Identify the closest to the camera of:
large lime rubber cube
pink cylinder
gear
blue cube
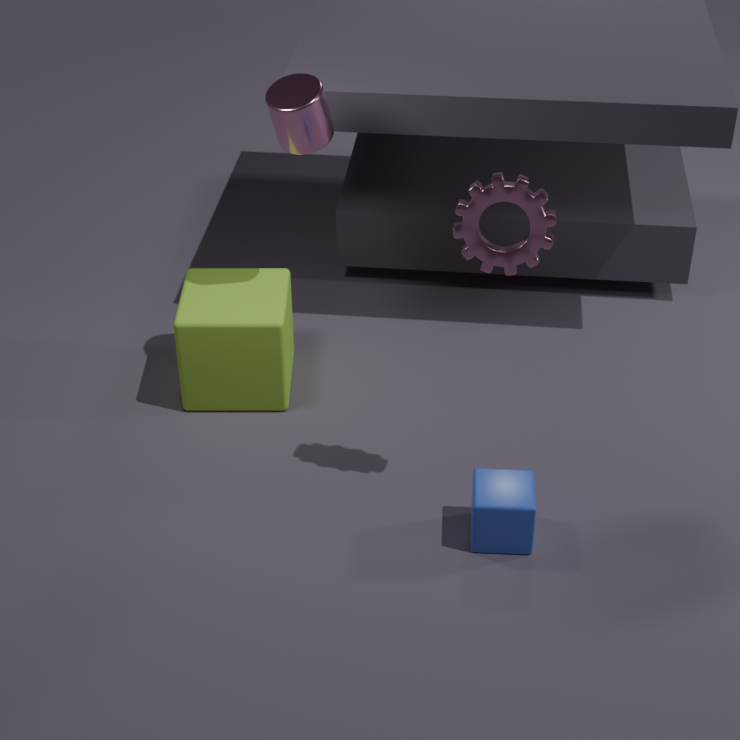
gear
